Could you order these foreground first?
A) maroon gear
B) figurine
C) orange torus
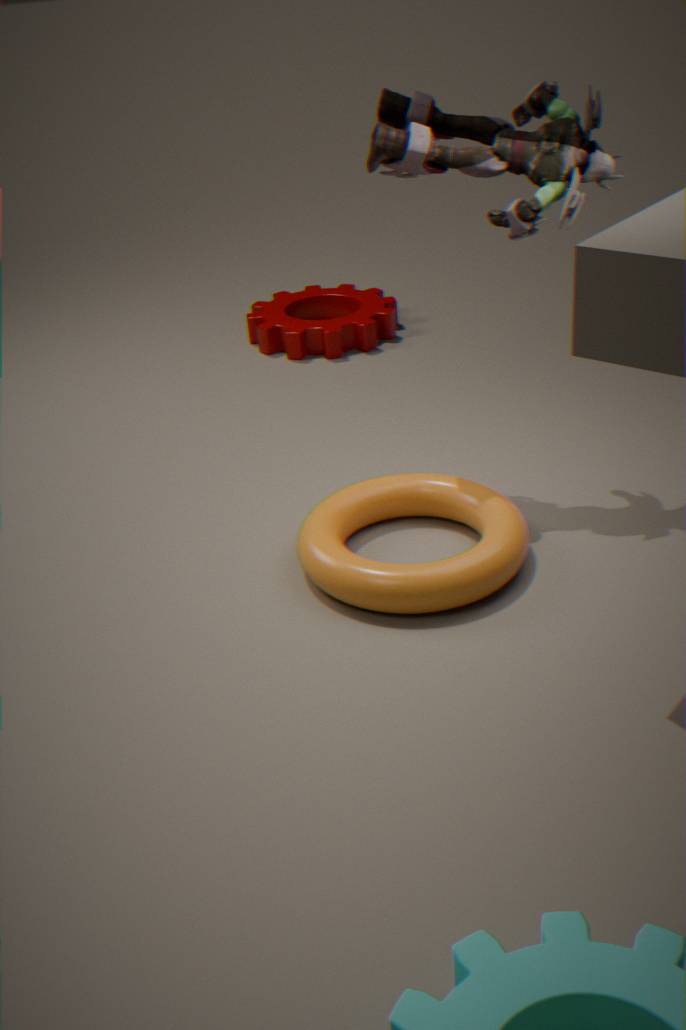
orange torus, figurine, maroon gear
